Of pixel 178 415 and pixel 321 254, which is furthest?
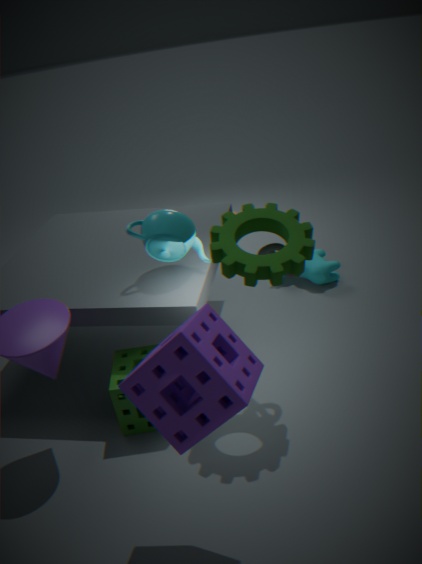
pixel 321 254
